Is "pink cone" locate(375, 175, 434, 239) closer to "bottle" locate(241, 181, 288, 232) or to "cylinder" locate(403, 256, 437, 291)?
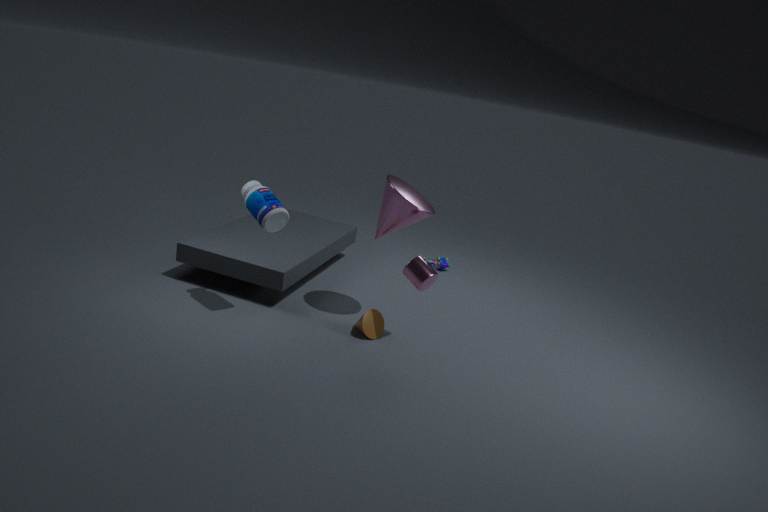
"cylinder" locate(403, 256, 437, 291)
